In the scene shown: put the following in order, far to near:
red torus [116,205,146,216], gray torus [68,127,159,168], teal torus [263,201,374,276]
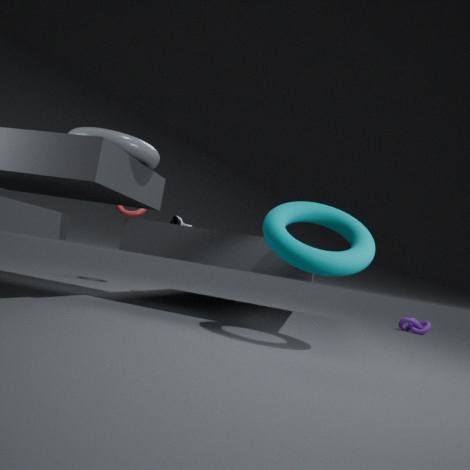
1. red torus [116,205,146,216]
2. gray torus [68,127,159,168]
3. teal torus [263,201,374,276]
